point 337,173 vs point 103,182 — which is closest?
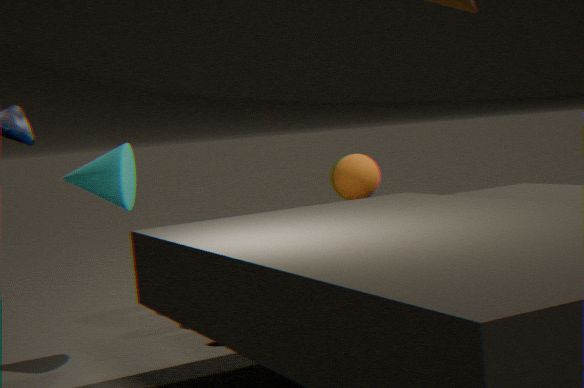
point 103,182
